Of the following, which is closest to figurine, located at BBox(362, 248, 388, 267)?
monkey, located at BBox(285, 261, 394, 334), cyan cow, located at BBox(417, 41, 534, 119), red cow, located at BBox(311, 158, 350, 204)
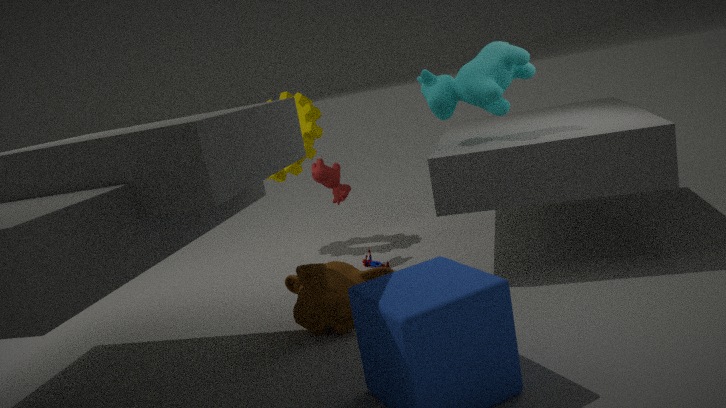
red cow, located at BBox(311, 158, 350, 204)
